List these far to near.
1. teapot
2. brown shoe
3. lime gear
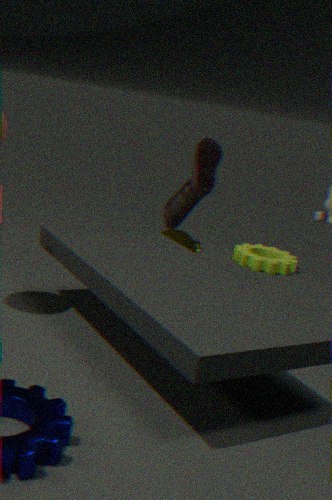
lime gear, teapot, brown shoe
